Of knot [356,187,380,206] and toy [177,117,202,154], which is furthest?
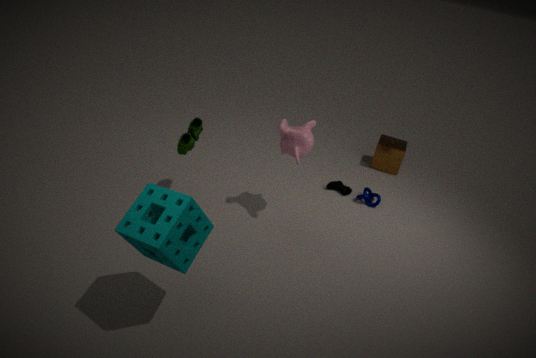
knot [356,187,380,206]
